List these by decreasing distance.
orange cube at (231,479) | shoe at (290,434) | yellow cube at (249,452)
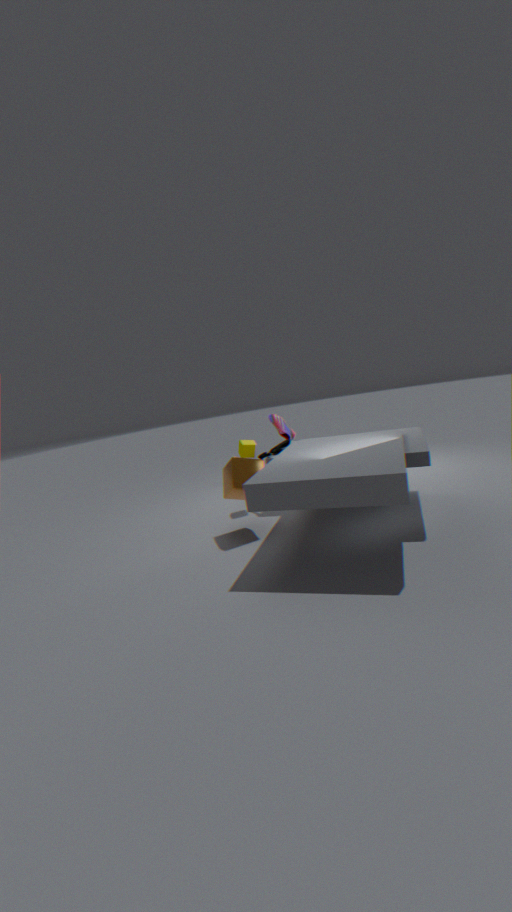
shoe at (290,434) → yellow cube at (249,452) → orange cube at (231,479)
